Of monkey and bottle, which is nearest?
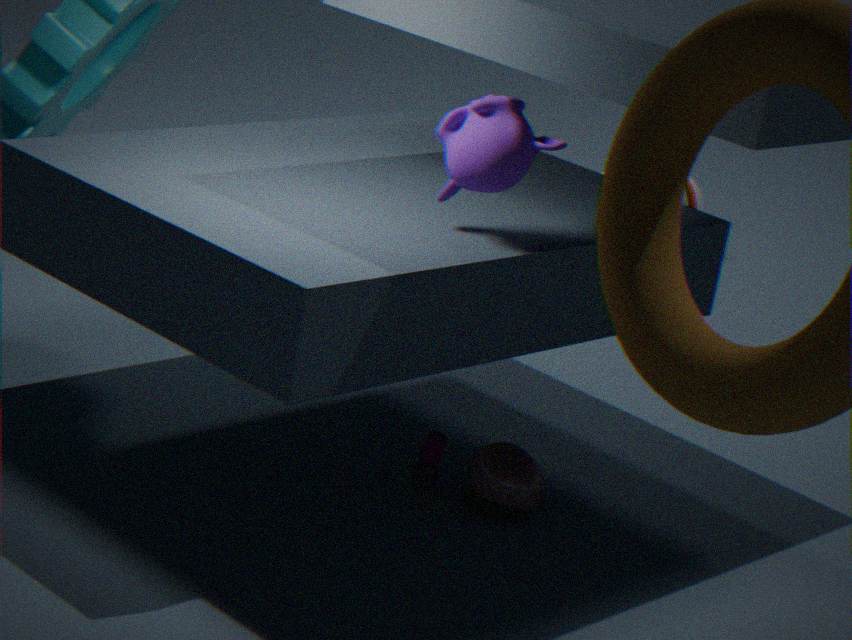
monkey
